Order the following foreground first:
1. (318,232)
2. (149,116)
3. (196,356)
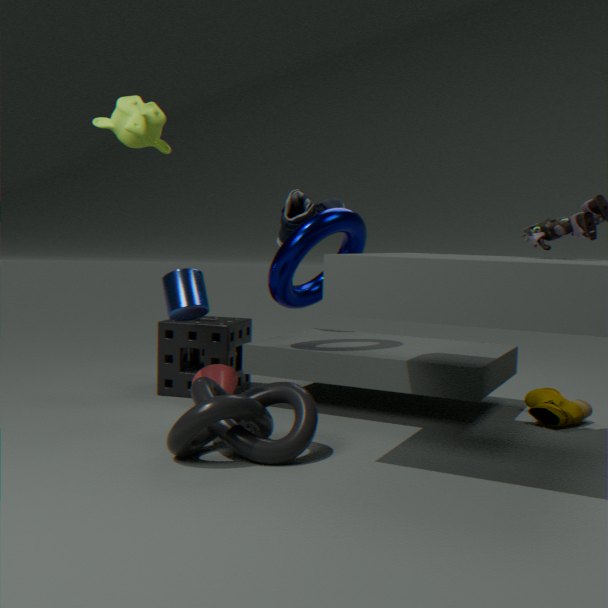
1. (149,116)
2. (318,232)
3. (196,356)
